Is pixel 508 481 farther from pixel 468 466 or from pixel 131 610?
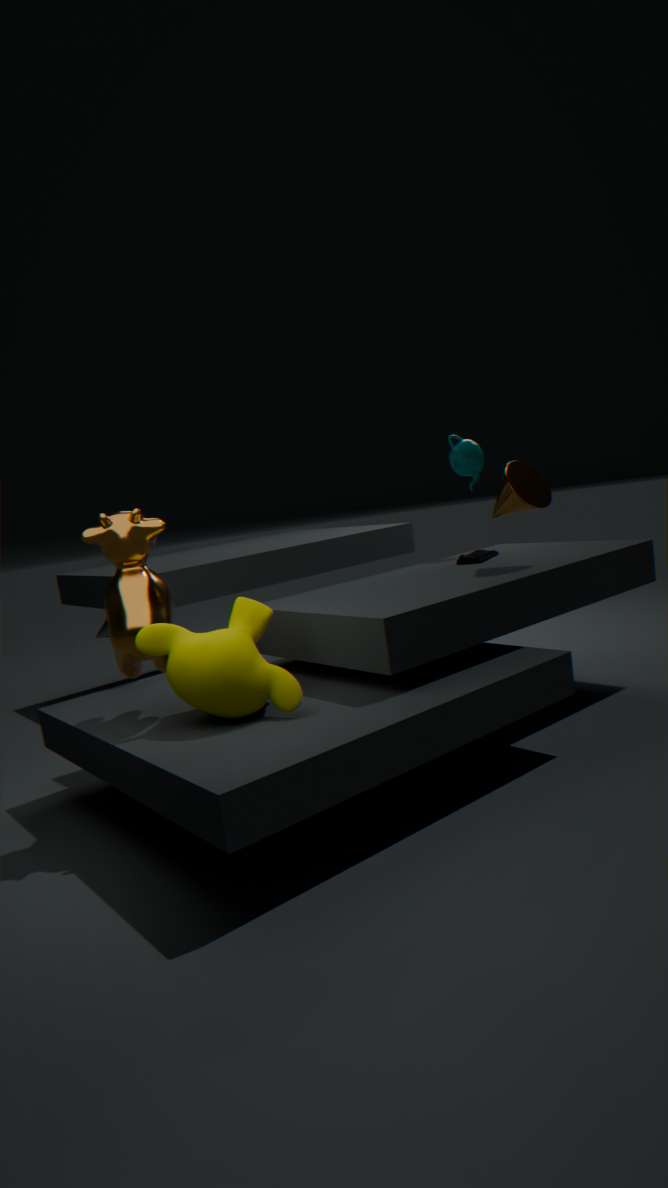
pixel 131 610
